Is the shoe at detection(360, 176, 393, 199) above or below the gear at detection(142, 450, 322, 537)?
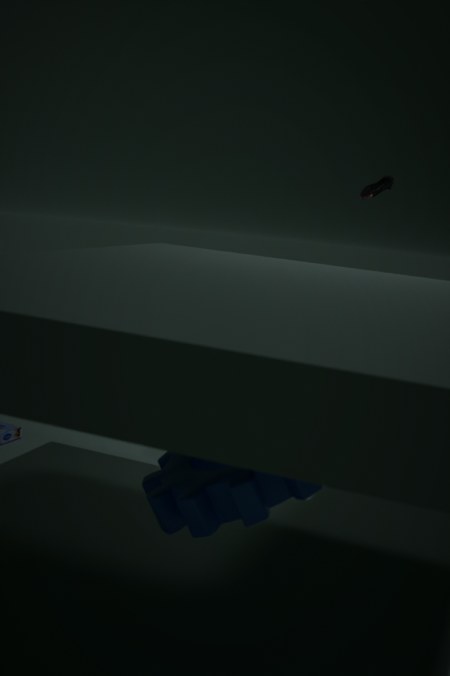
above
